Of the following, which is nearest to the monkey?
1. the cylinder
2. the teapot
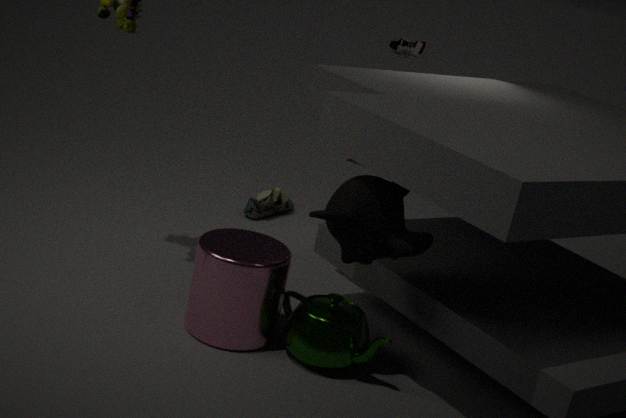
the teapot
